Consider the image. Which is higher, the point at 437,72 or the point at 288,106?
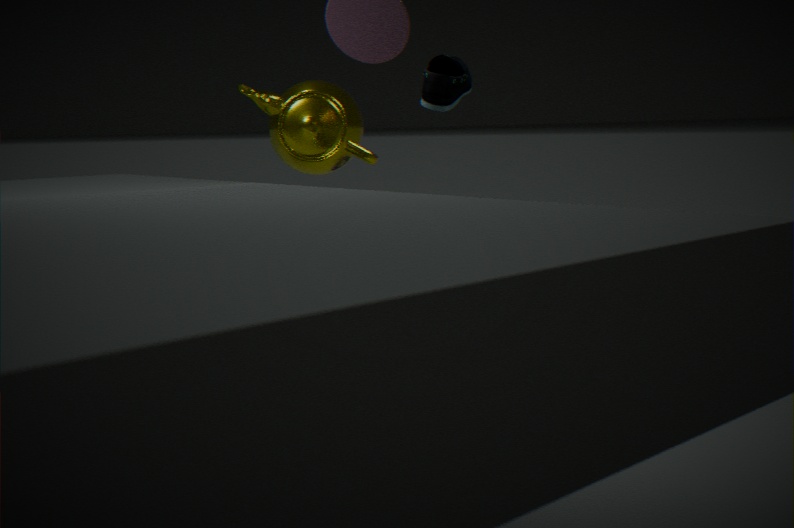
the point at 437,72
